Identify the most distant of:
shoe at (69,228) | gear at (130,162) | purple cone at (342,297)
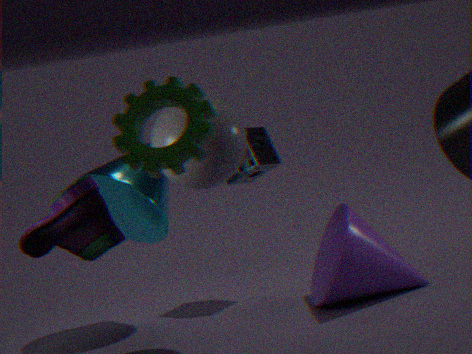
purple cone at (342,297)
